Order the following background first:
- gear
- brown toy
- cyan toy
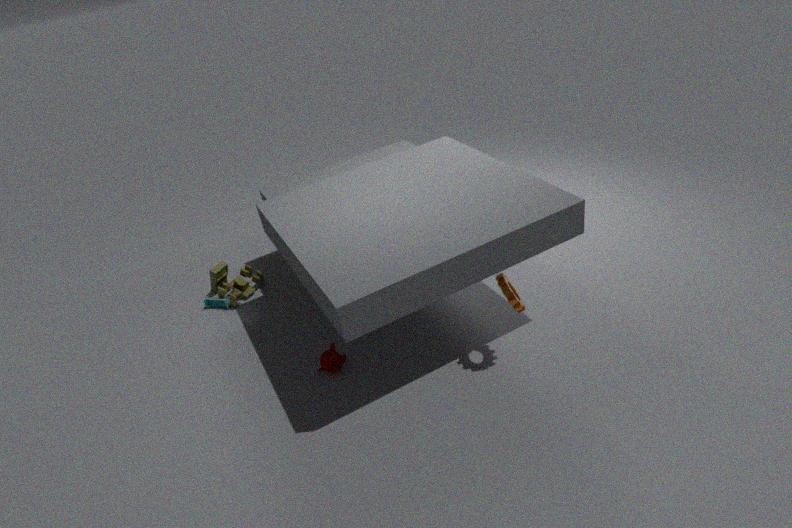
1. cyan toy
2. brown toy
3. gear
